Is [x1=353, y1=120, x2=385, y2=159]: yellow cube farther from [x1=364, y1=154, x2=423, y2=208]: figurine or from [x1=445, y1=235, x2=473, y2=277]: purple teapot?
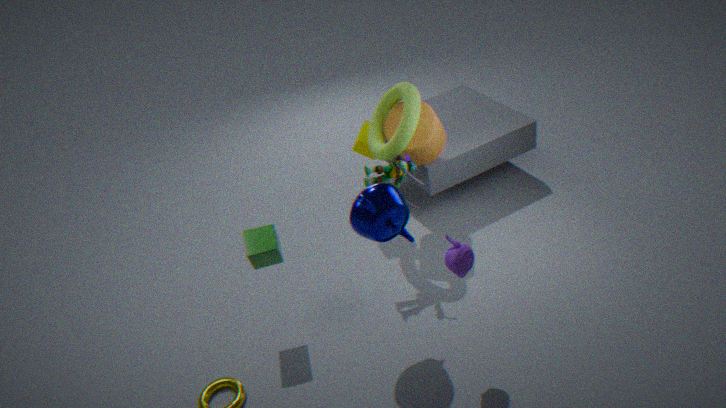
[x1=445, y1=235, x2=473, y2=277]: purple teapot
